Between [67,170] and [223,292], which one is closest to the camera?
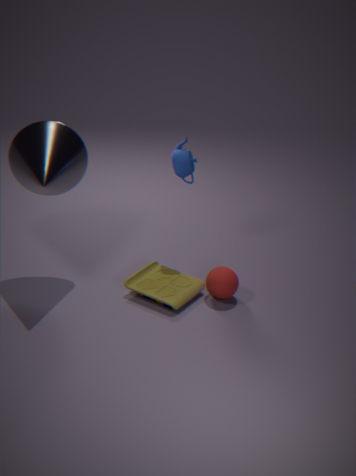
[67,170]
